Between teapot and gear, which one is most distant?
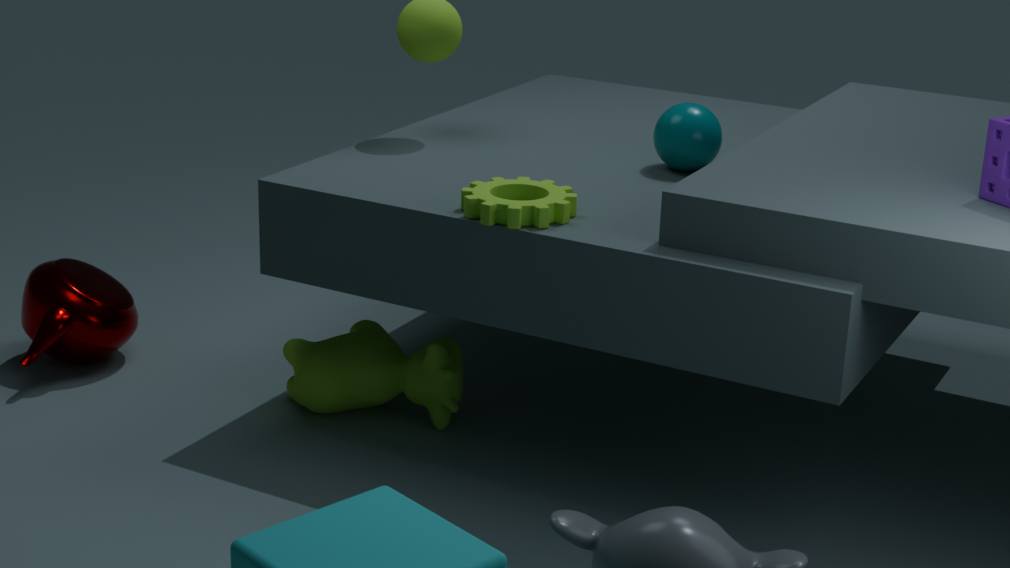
teapot
